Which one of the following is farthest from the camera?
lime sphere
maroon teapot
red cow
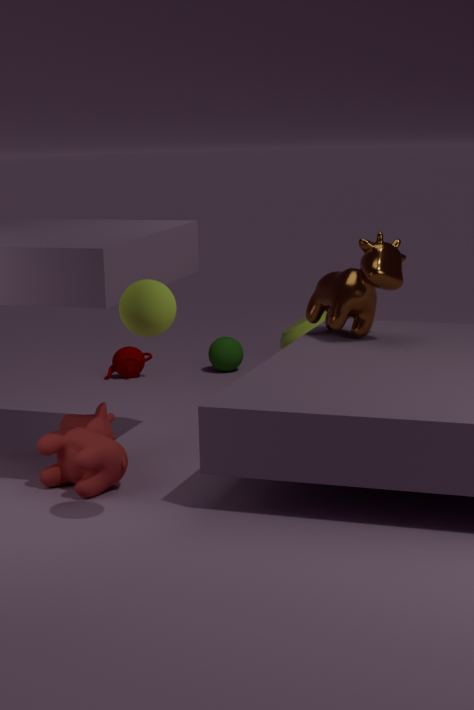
maroon teapot
